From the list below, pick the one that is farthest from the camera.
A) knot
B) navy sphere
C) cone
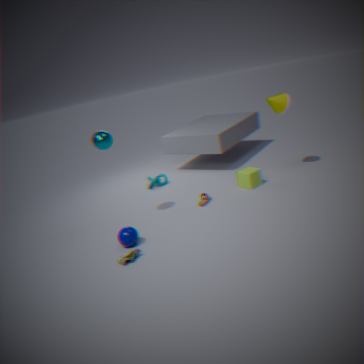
knot
